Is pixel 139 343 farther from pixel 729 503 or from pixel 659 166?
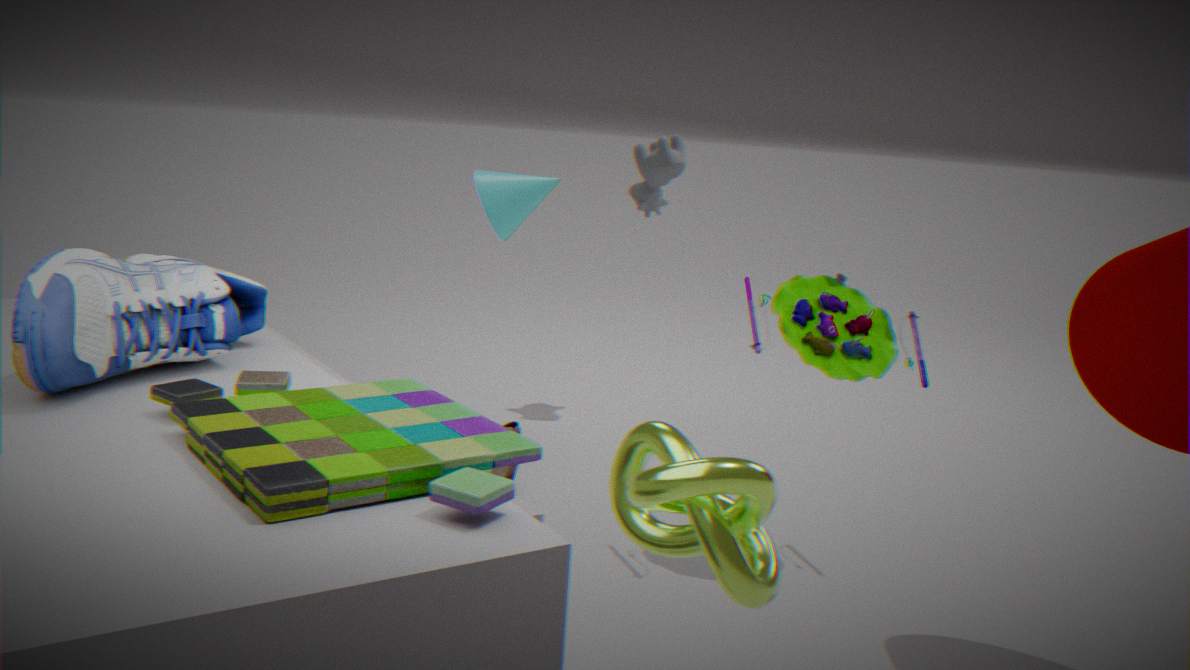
pixel 659 166
